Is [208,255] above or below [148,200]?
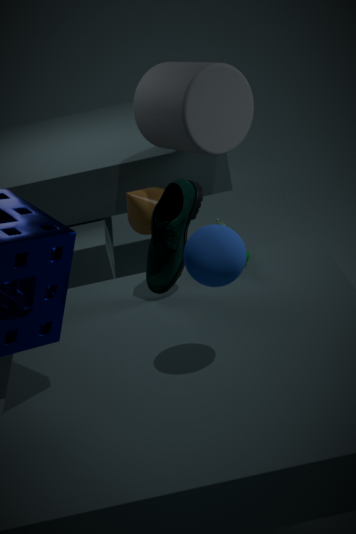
above
